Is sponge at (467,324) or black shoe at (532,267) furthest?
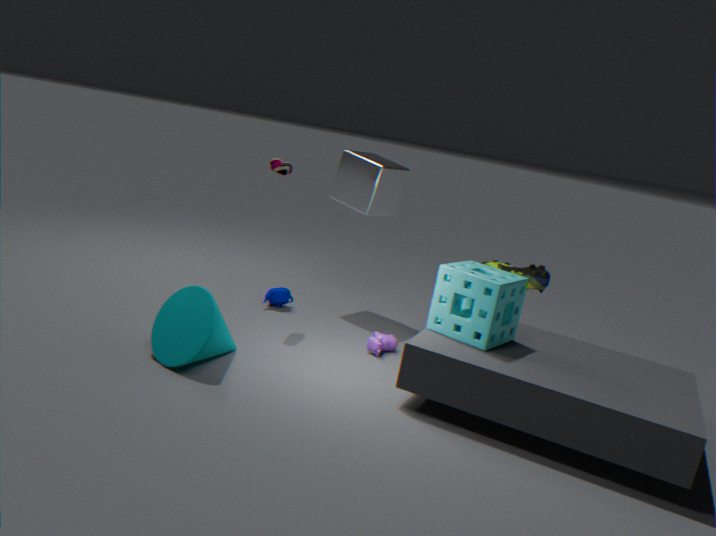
black shoe at (532,267)
